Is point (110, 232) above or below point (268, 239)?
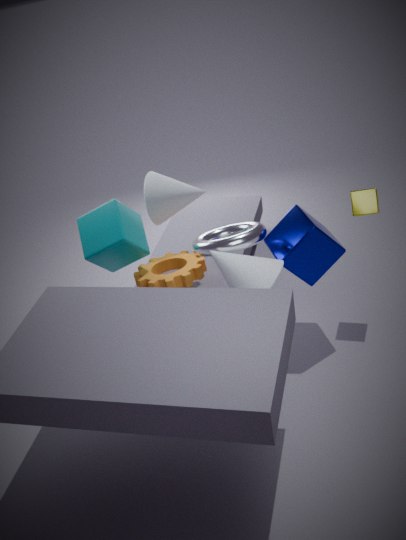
above
